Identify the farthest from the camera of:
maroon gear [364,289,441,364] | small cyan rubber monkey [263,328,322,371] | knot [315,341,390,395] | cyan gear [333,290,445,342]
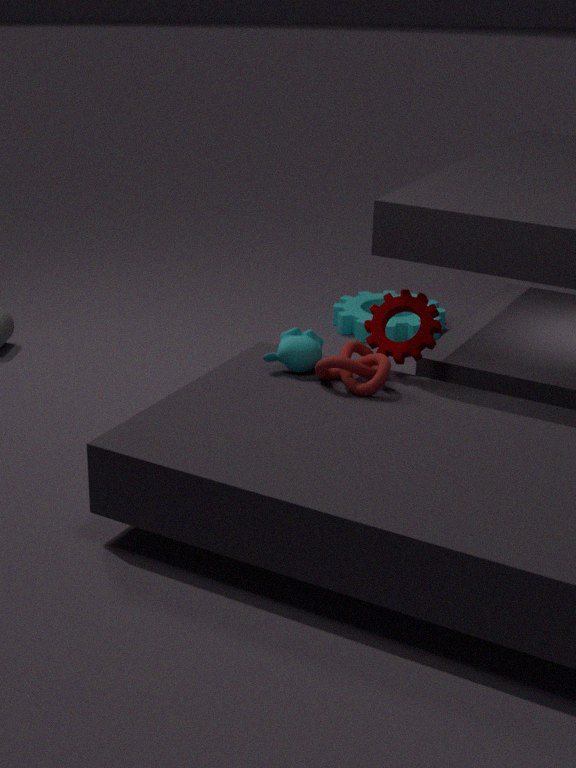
cyan gear [333,290,445,342]
